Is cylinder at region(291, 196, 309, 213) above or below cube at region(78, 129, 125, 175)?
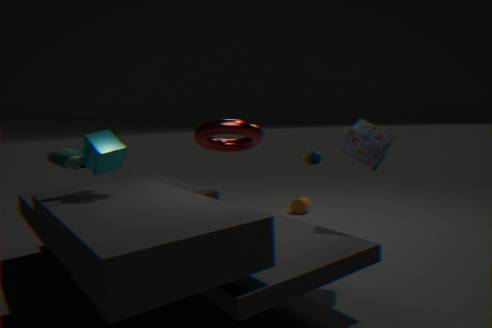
below
